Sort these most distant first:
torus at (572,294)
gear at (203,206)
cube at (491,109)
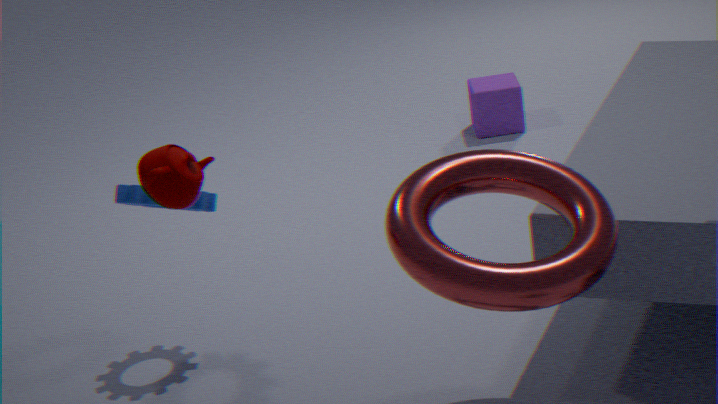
cube at (491,109) < gear at (203,206) < torus at (572,294)
